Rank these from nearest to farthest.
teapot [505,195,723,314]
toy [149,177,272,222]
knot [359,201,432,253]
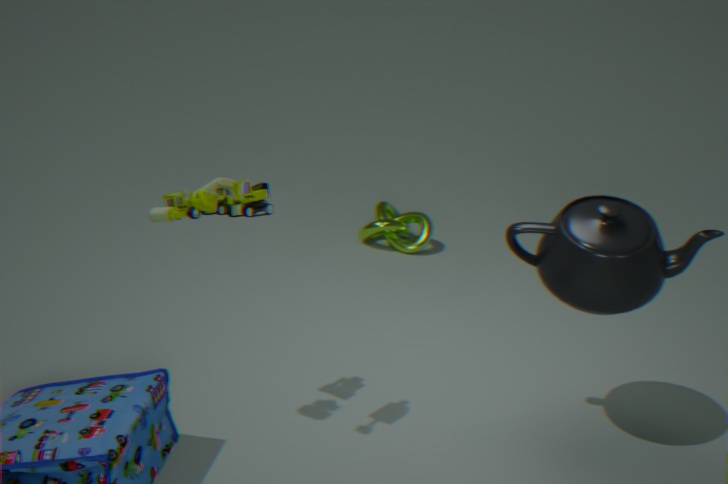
1. toy [149,177,272,222]
2. teapot [505,195,723,314]
3. knot [359,201,432,253]
